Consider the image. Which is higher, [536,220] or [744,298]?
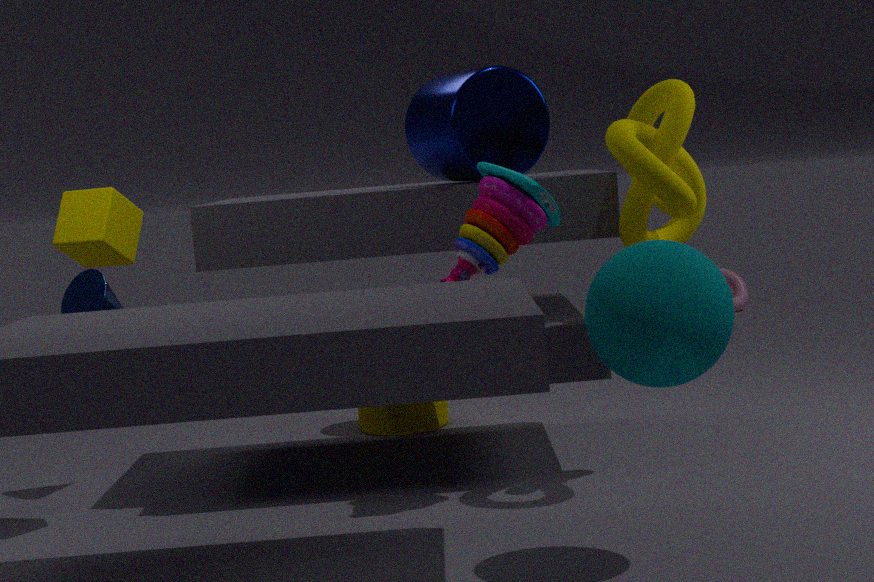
[536,220]
